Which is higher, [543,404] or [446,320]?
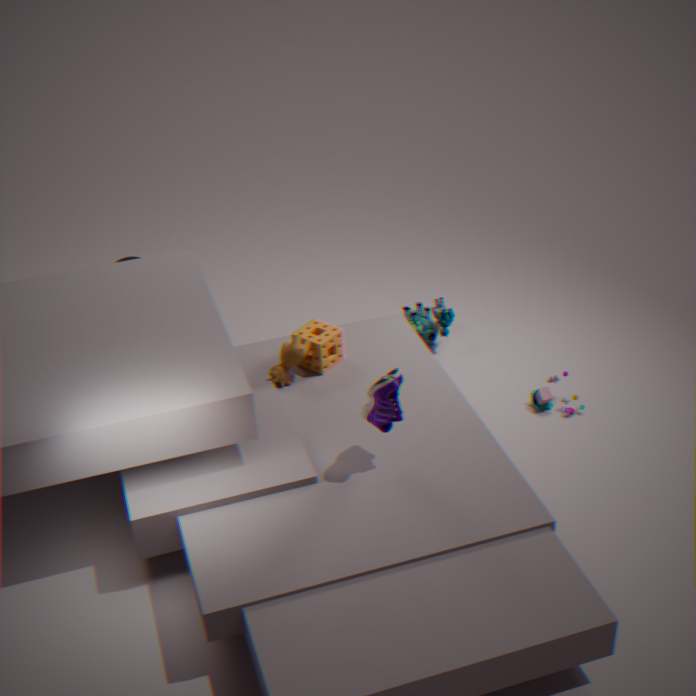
[446,320]
